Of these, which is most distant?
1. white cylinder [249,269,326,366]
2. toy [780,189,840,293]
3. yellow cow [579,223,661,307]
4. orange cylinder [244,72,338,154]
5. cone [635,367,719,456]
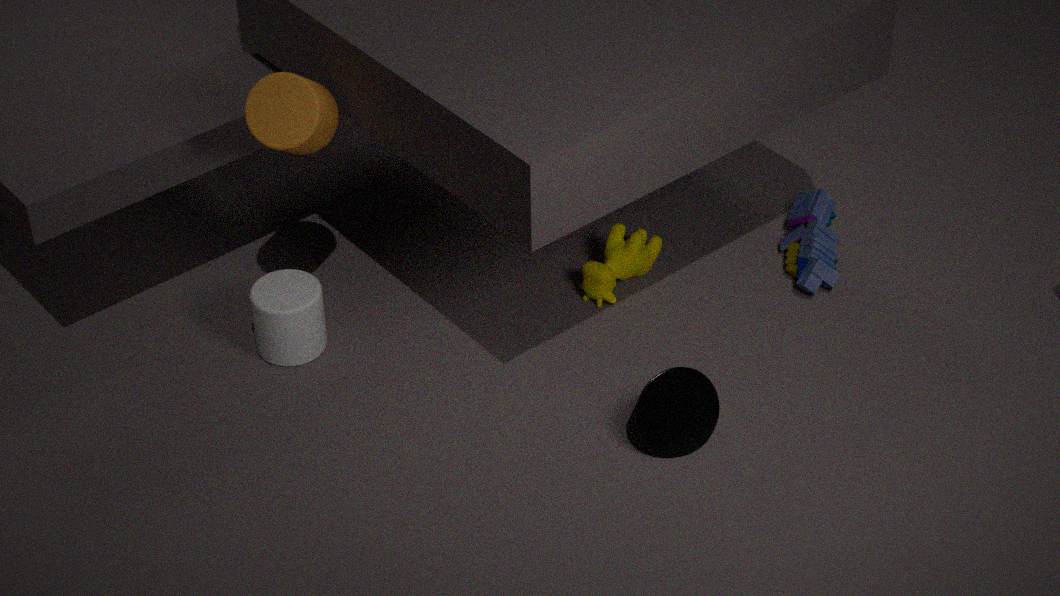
toy [780,189,840,293]
